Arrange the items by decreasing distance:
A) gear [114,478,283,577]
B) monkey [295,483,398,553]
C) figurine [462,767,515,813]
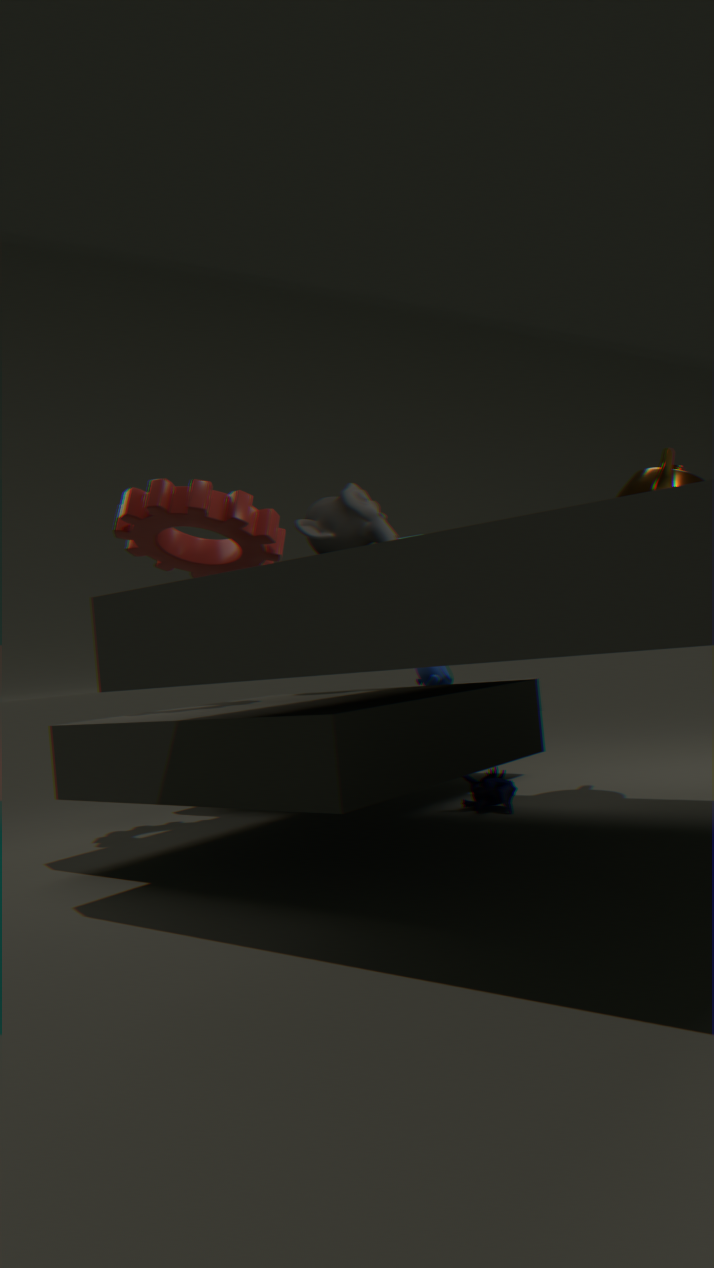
figurine [462,767,515,813]
gear [114,478,283,577]
monkey [295,483,398,553]
